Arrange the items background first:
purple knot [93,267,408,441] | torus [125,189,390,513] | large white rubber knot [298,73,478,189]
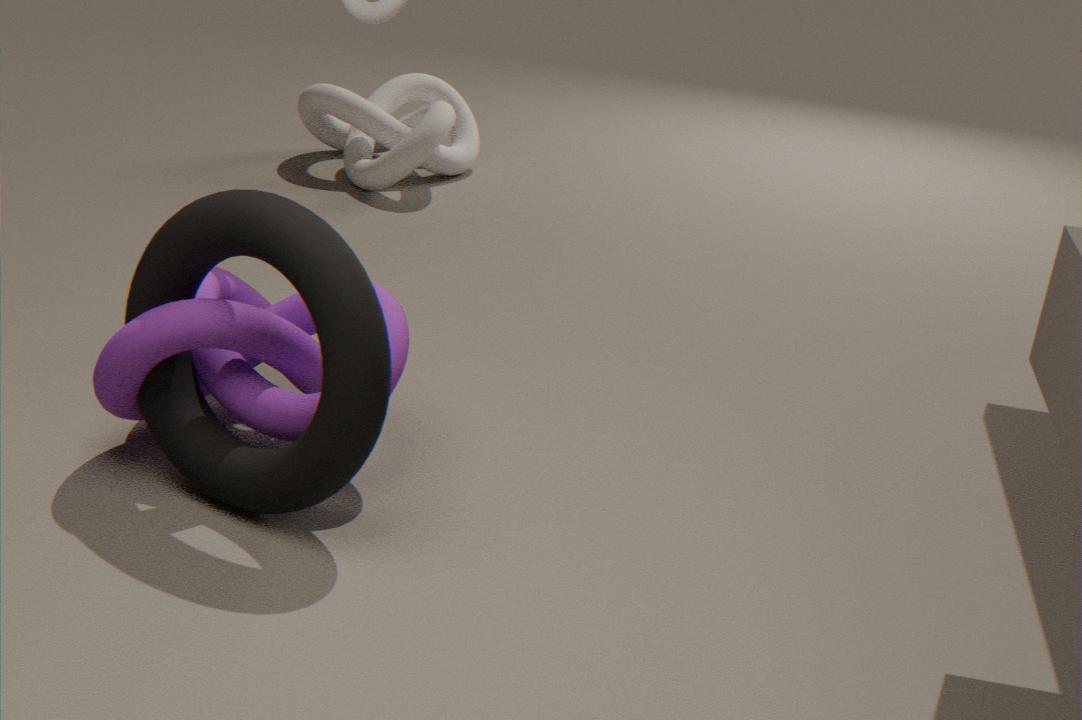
large white rubber knot [298,73,478,189], purple knot [93,267,408,441], torus [125,189,390,513]
